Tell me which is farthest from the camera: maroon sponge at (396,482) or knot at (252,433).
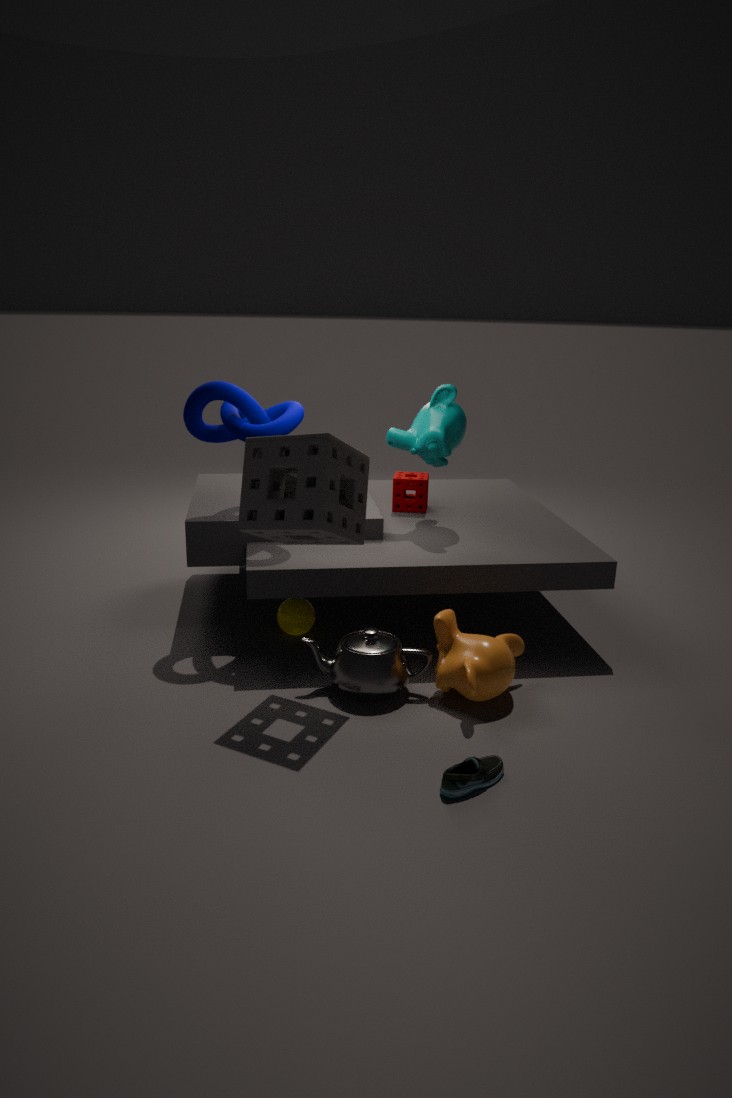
maroon sponge at (396,482)
